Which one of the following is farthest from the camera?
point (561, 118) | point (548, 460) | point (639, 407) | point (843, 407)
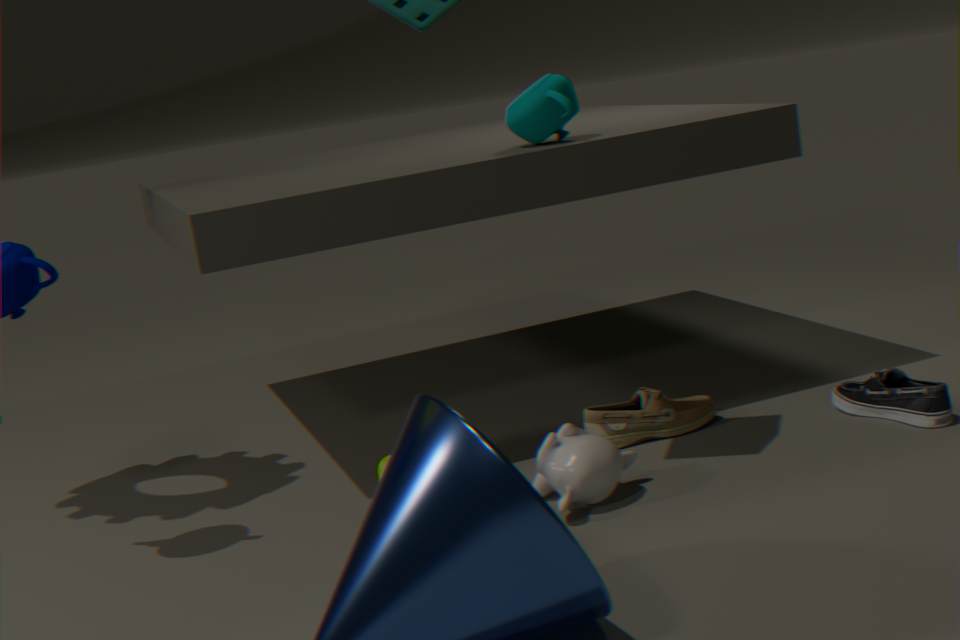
point (639, 407)
